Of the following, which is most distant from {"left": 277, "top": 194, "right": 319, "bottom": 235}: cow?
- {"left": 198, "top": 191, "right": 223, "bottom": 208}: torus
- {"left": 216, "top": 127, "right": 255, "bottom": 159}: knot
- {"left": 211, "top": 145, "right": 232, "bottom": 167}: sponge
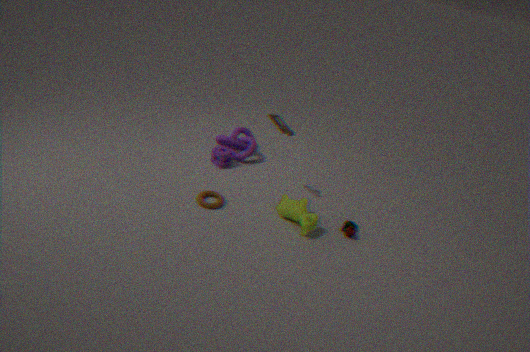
{"left": 211, "top": 145, "right": 232, "bottom": 167}: sponge
